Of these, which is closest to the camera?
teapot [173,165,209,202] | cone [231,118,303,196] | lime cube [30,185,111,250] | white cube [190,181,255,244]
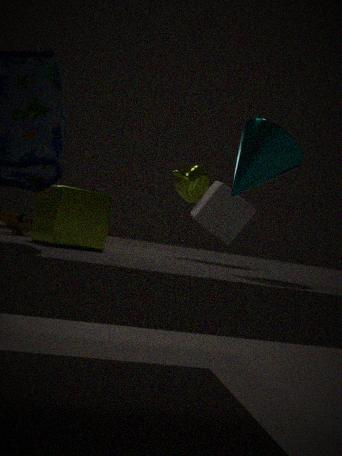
cone [231,118,303,196]
